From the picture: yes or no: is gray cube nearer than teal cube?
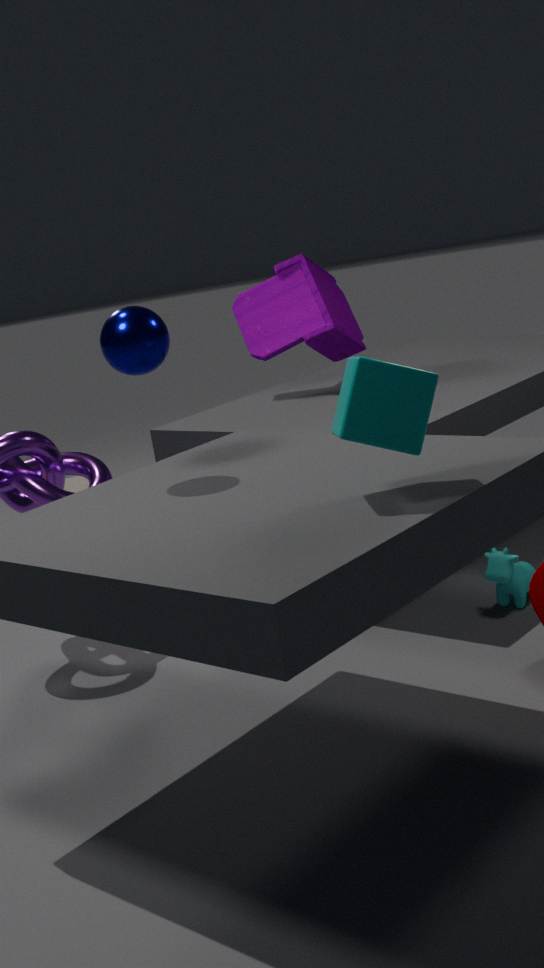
No
